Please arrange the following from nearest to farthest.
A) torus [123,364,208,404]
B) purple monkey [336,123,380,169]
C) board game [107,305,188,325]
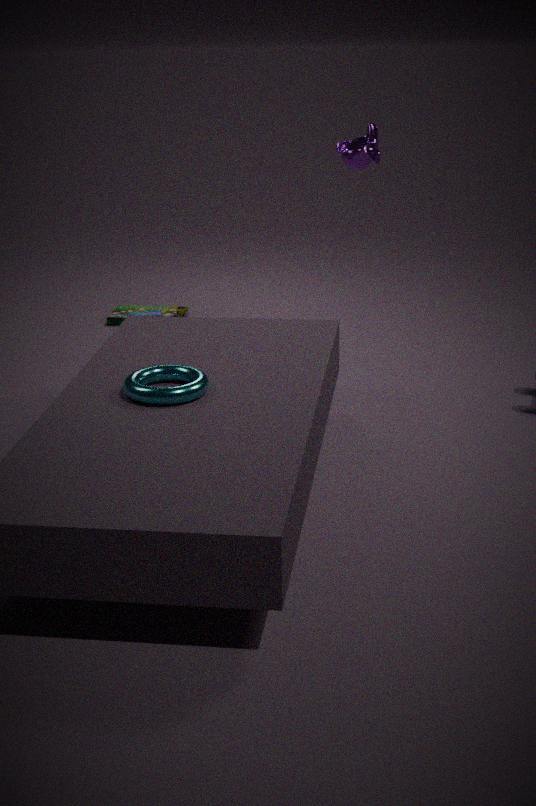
torus [123,364,208,404] → purple monkey [336,123,380,169] → board game [107,305,188,325]
